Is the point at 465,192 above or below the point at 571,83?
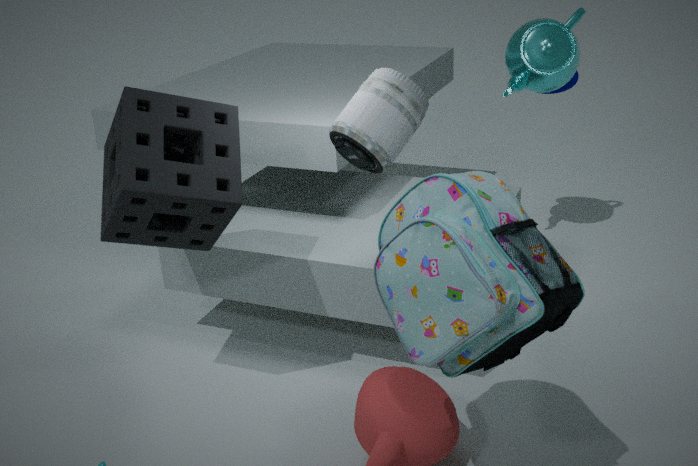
below
